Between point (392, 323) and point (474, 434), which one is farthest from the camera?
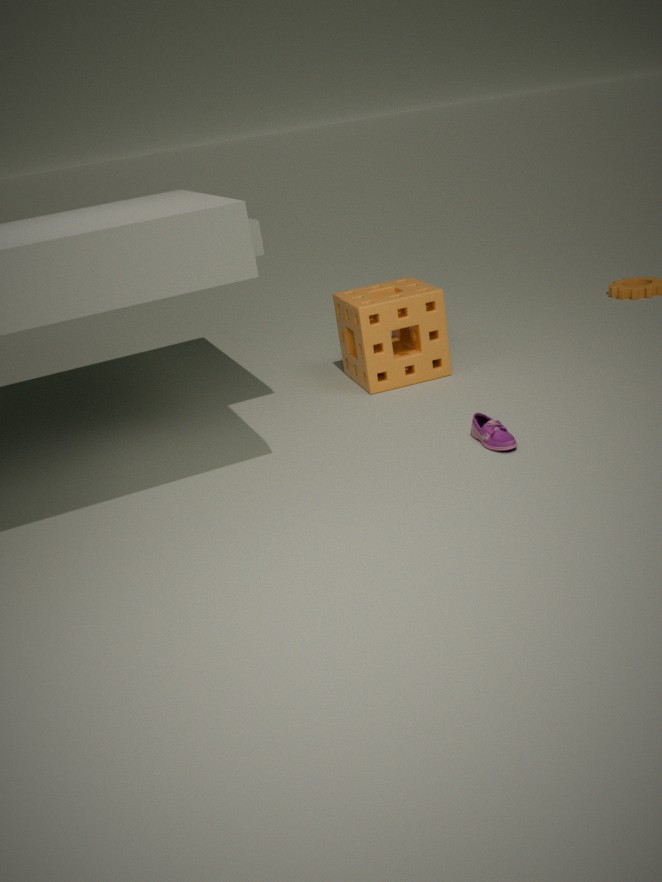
point (392, 323)
